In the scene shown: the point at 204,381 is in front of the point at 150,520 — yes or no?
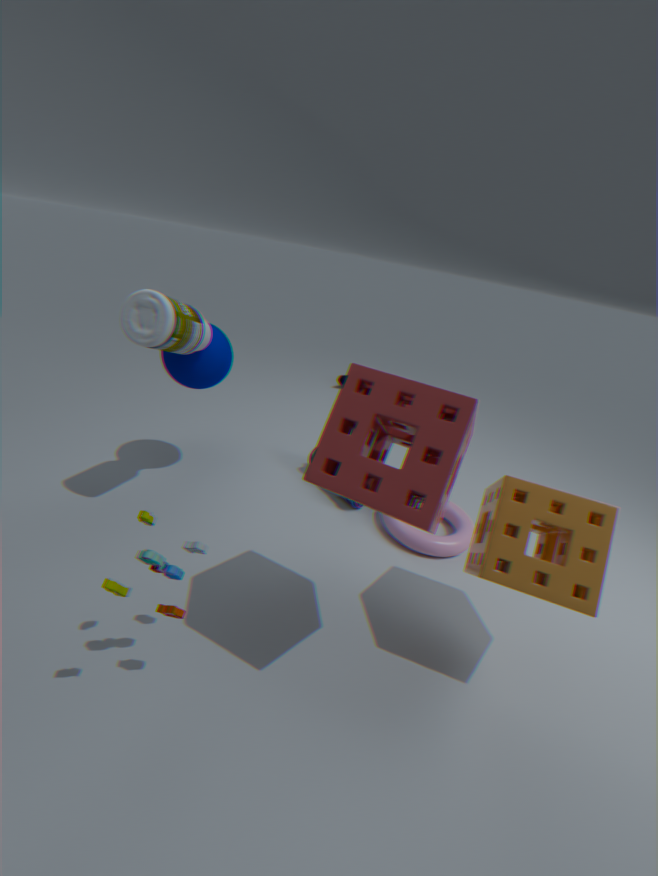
No
